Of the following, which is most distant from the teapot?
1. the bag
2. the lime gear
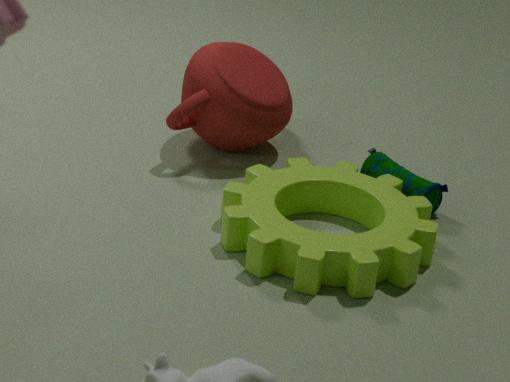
the bag
